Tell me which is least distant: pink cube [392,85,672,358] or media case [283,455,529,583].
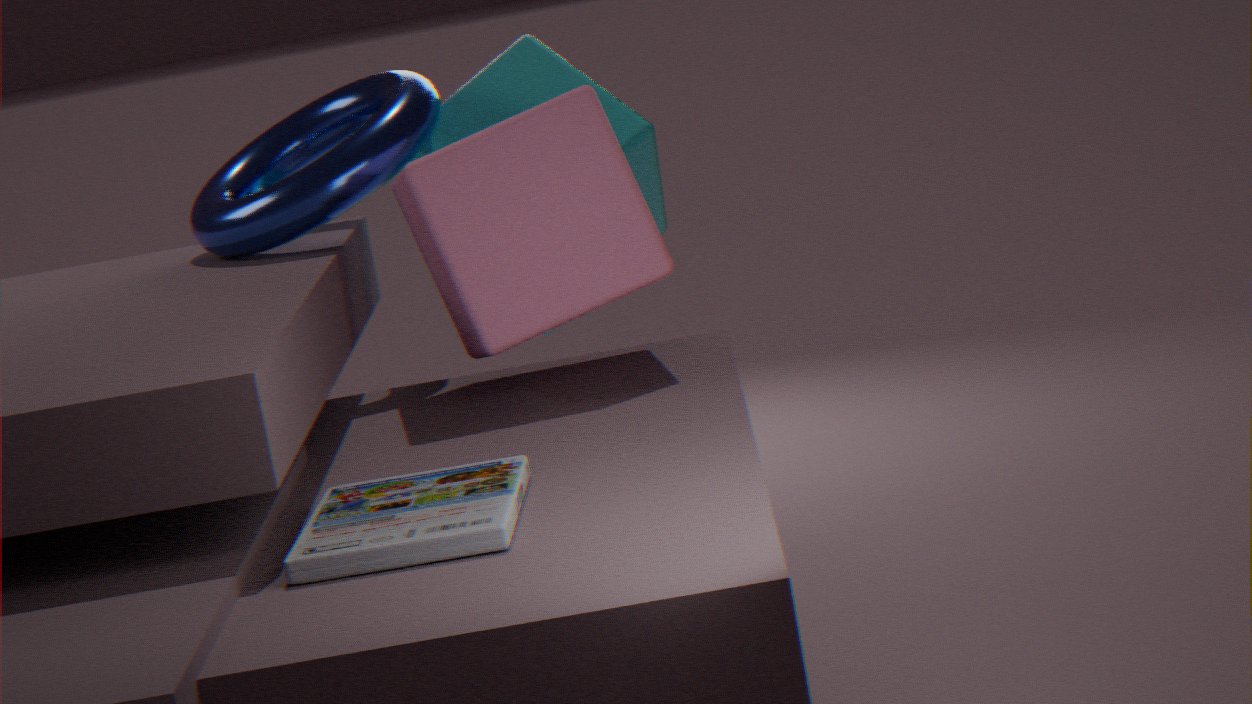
media case [283,455,529,583]
